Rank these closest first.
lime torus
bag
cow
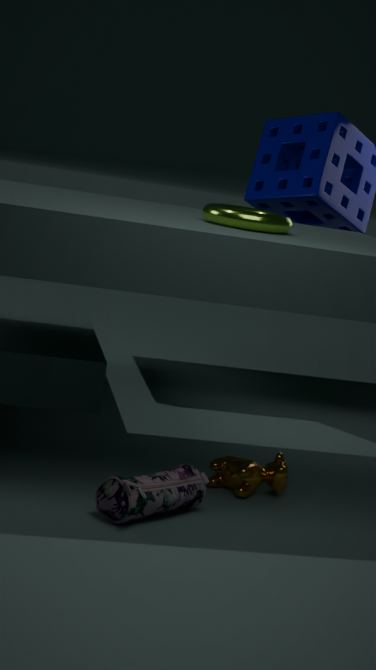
bag < lime torus < cow
